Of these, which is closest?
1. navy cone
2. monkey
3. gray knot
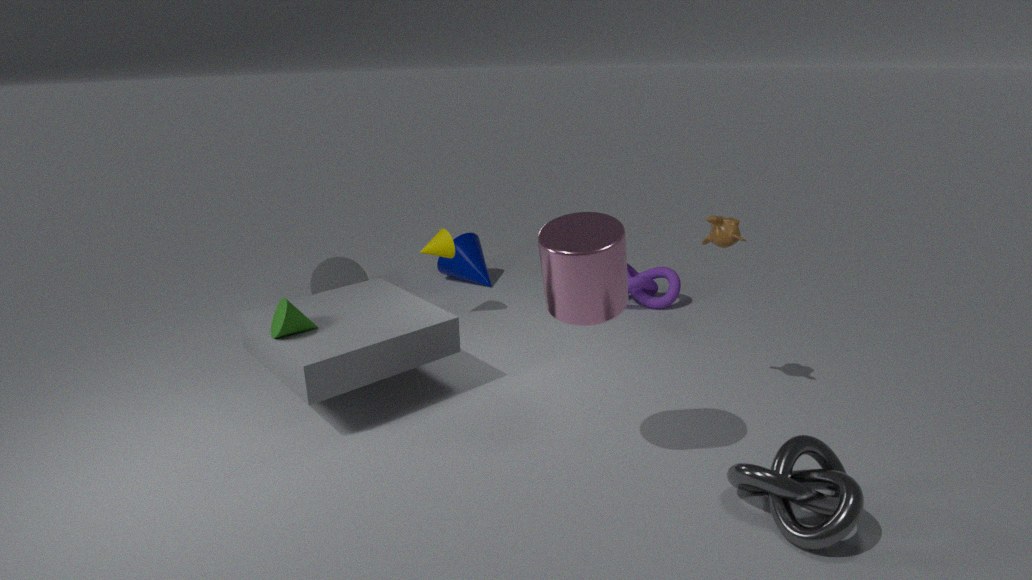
gray knot
